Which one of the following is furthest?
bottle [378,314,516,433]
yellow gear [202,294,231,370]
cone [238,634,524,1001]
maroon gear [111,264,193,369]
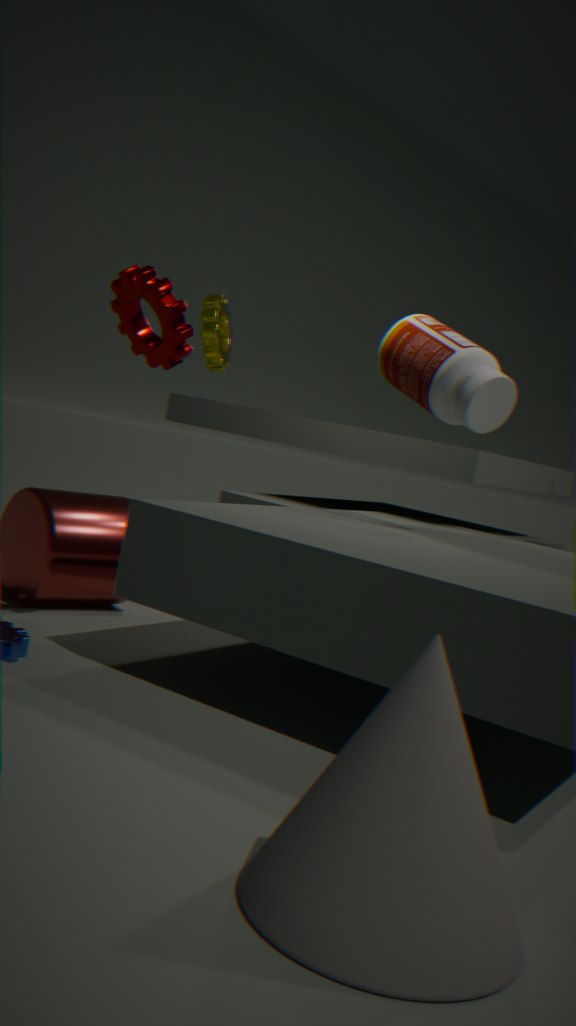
yellow gear [202,294,231,370]
